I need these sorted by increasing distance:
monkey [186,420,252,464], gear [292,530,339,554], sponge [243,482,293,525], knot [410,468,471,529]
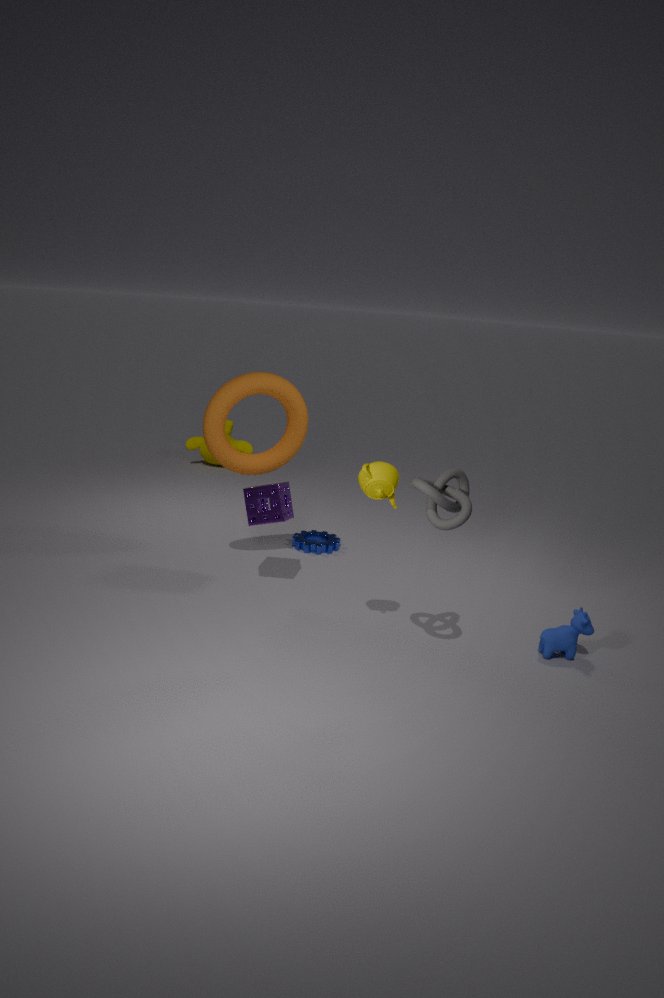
1. knot [410,468,471,529]
2. sponge [243,482,293,525]
3. gear [292,530,339,554]
4. monkey [186,420,252,464]
